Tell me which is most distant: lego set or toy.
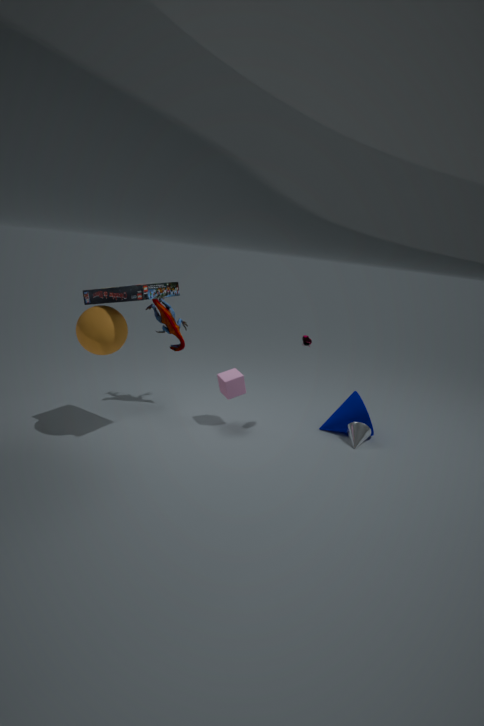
toy
